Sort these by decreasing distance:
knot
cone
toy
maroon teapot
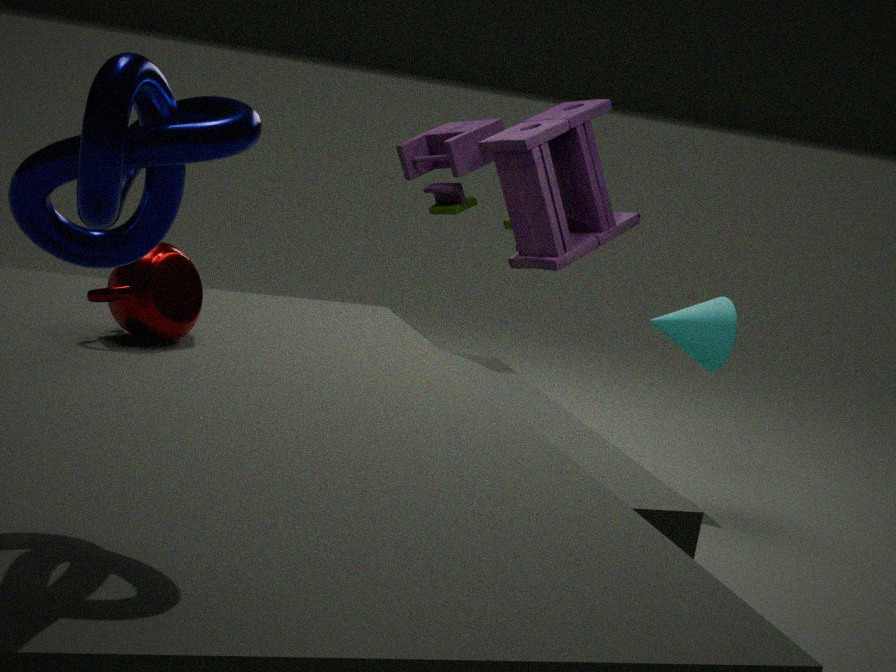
cone, toy, maroon teapot, knot
